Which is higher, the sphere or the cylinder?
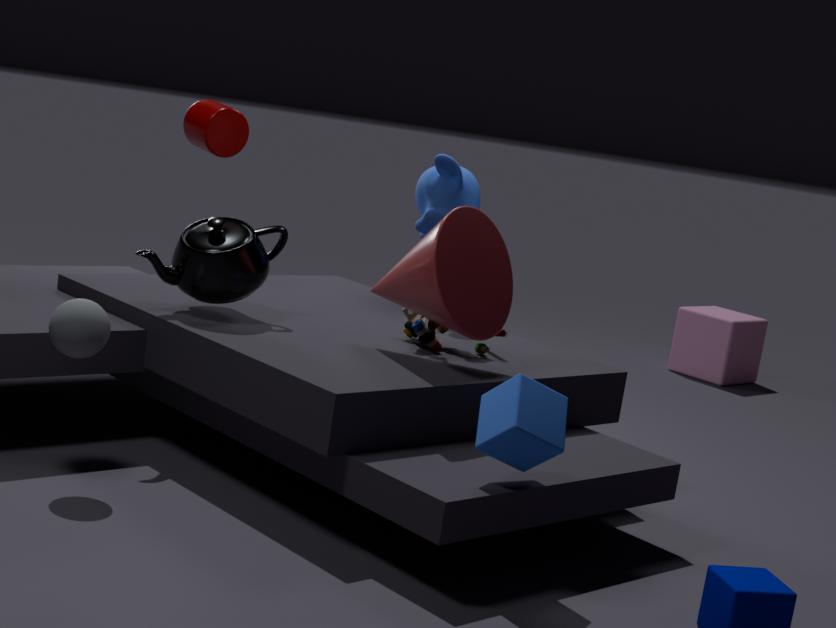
the cylinder
